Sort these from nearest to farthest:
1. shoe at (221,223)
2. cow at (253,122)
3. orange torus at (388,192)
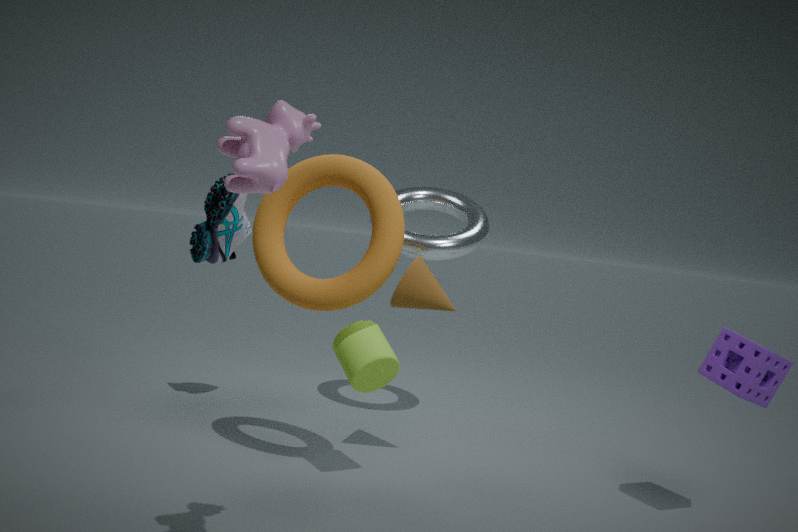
cow at (253,122), orange torus at (388,192), shoe at (221,223)
